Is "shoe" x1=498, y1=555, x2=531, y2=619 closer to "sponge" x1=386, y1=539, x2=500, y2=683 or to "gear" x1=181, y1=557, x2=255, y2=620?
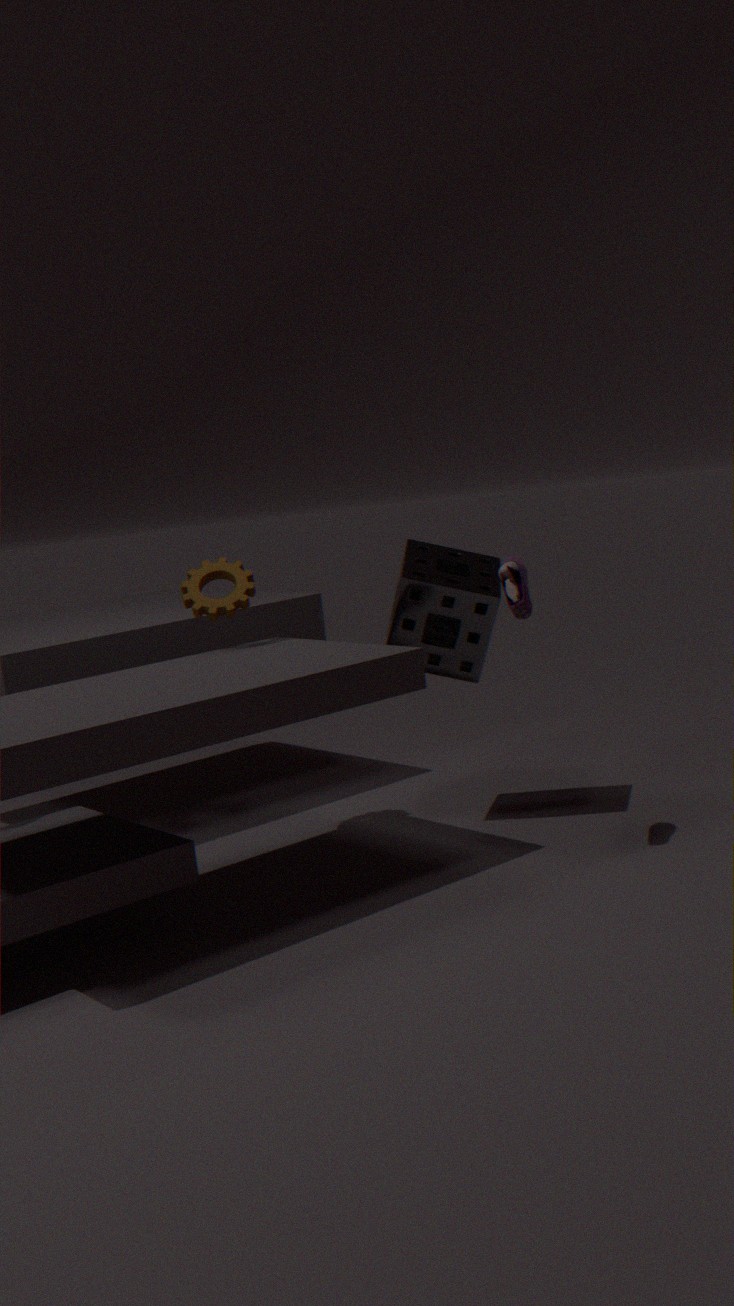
"sponge" x1=386, y1=539, x2=500, y2=683
